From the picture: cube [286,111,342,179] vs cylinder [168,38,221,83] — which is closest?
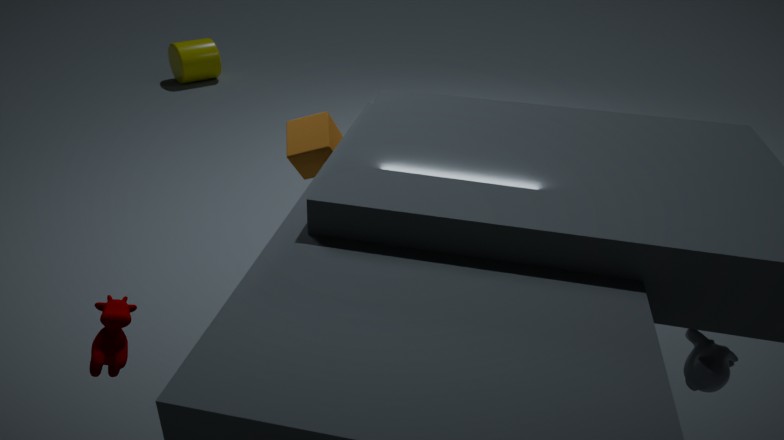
cube [286,111,342,179]
